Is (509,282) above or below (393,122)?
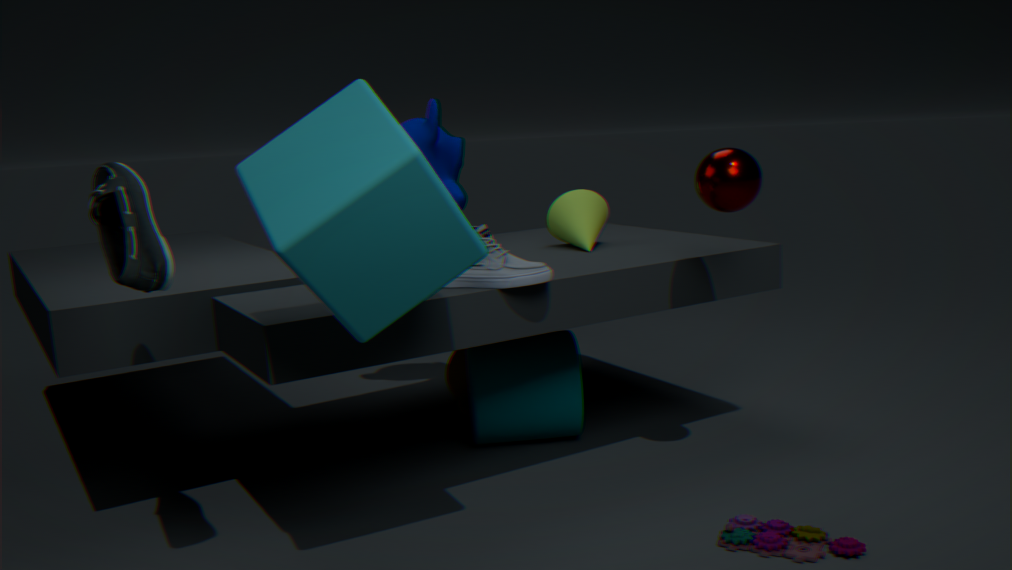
below
